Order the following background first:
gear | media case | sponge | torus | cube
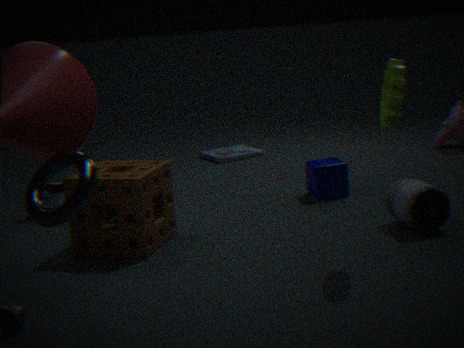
media case < cube < sponge < gear < torus
